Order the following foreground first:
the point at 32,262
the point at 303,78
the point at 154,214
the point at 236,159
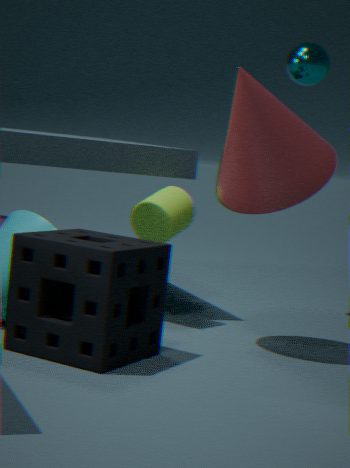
the point at 32,262 < the point at 236,159 < the point at 154,214 < the point at 303,78
